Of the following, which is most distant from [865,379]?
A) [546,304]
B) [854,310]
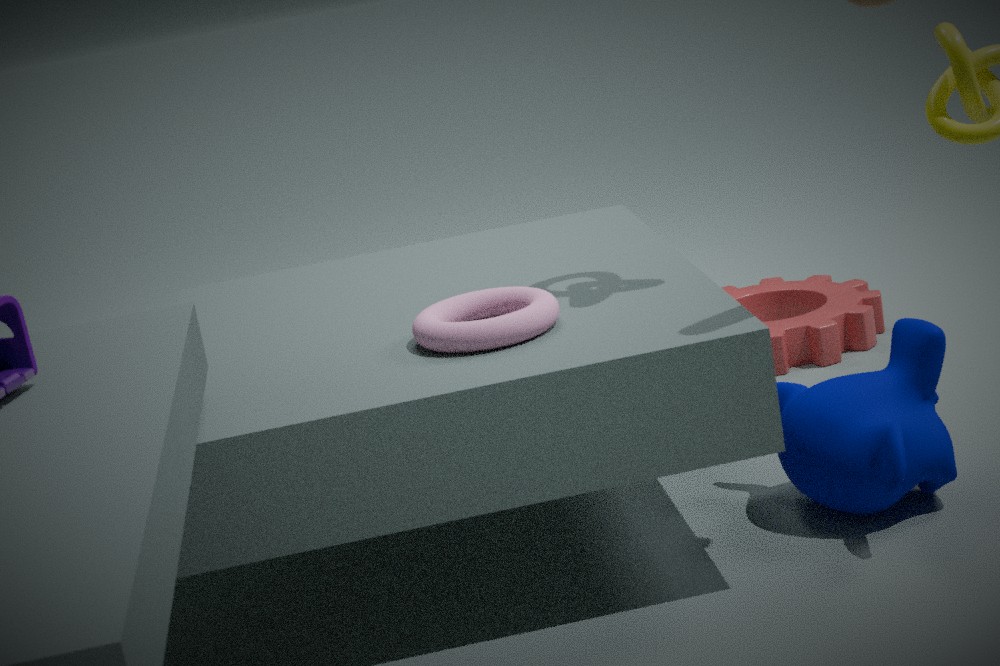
[854,310]
